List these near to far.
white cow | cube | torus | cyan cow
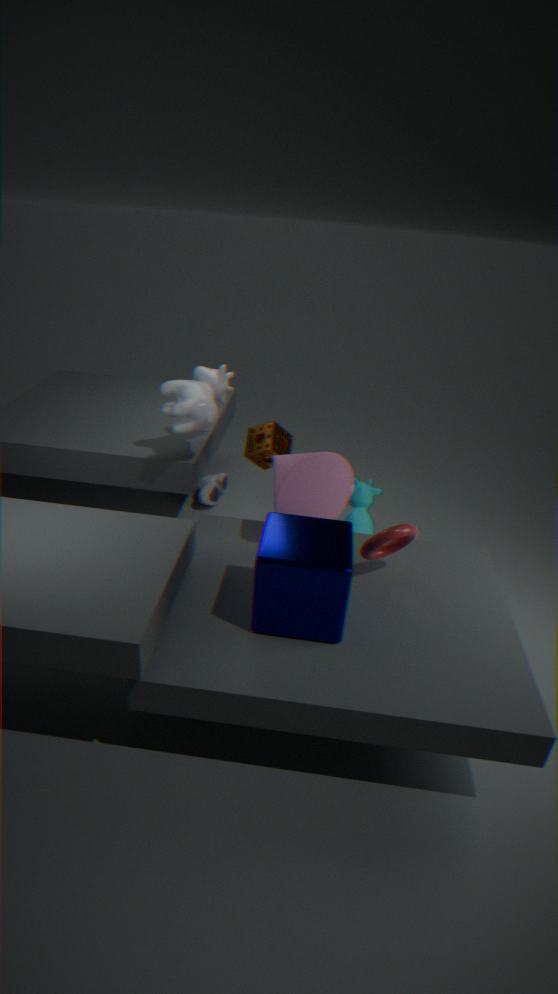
cube, torus, white cow, cyan cow
